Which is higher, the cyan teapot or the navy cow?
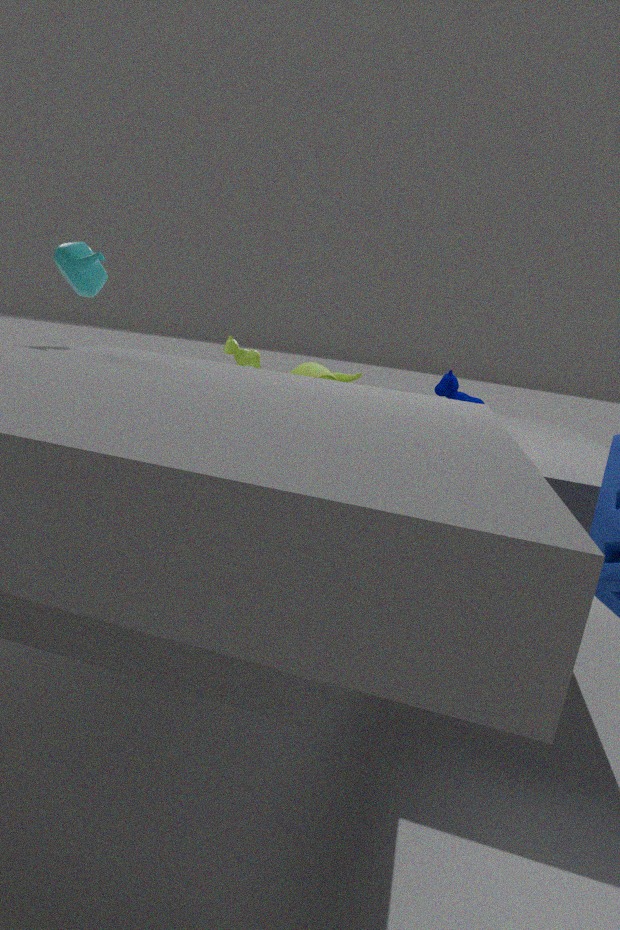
the cyan teapot
